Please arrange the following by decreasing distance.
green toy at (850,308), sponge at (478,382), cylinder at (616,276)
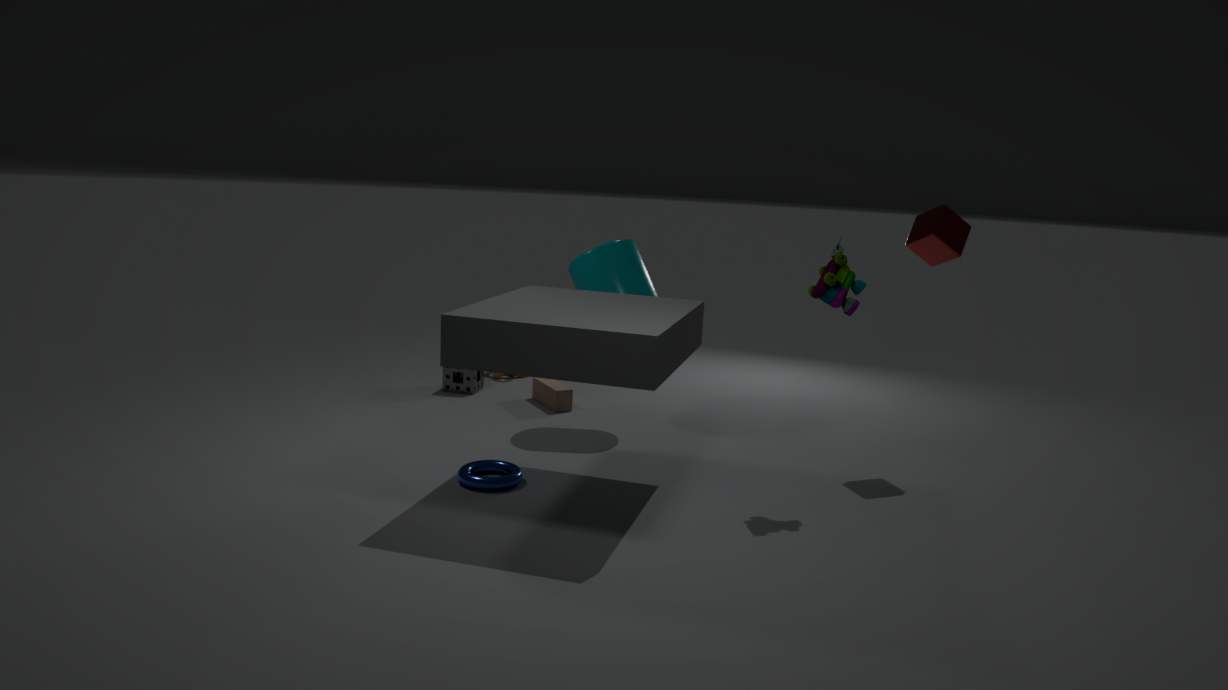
sponge at (478,382) < cylinder at (616,276) < green toy at (850,308)
